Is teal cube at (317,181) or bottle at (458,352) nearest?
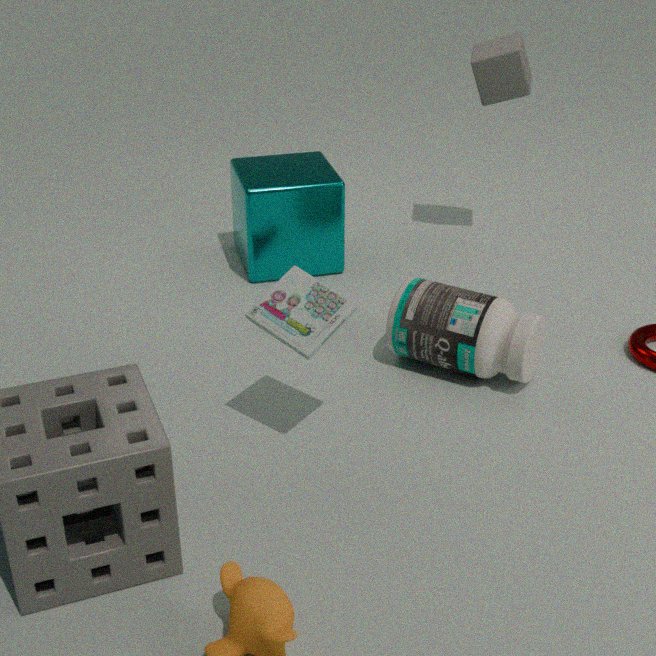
bottle at (458,352)
